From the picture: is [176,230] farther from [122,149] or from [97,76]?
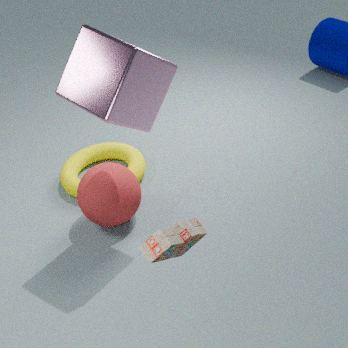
[122,149]
